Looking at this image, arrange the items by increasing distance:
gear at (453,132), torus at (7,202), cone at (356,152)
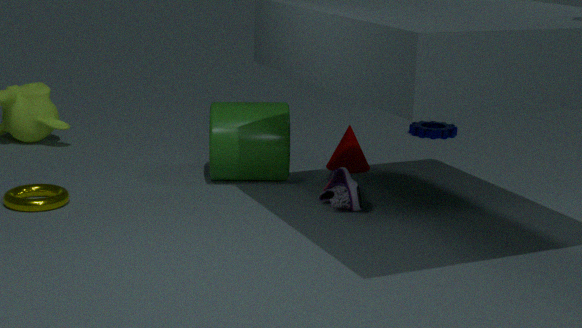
torus at (7,202)
cone at (356,152)
gear at (453,132)
